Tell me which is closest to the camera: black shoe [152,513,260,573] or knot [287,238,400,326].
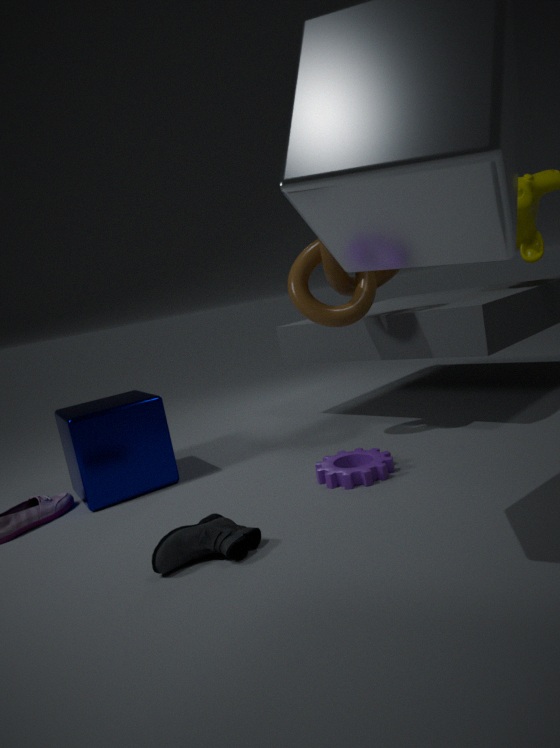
black shoe [152,513,260,573]
